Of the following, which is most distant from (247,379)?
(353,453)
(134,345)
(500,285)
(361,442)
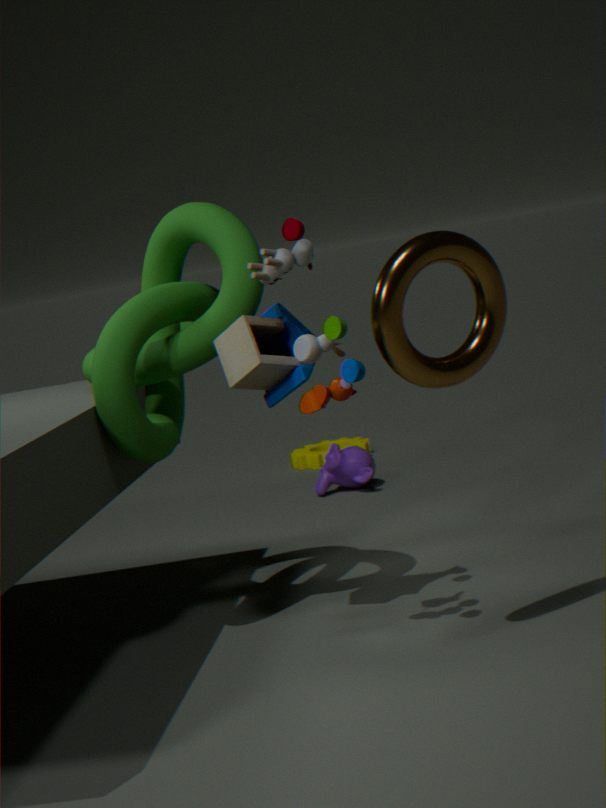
(361,442)
